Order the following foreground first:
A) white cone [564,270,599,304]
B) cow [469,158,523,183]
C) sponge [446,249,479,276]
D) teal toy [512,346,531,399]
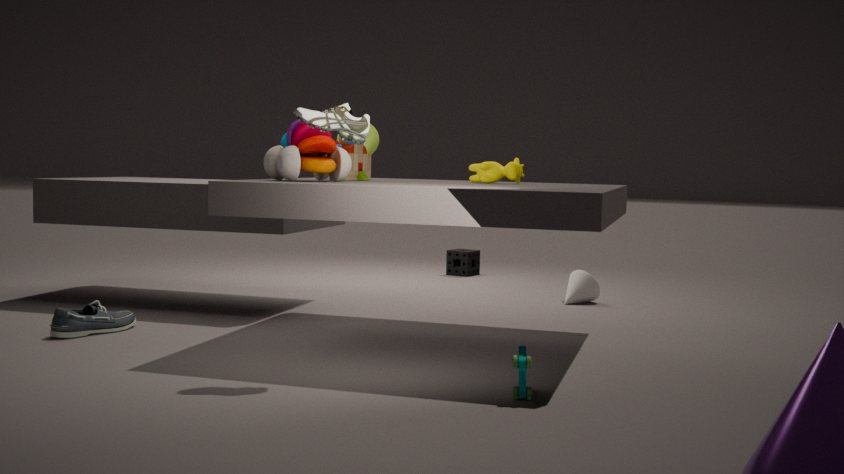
1. teal toy [512,346,531,399]
2. cow [469,158,523,183]
3. white cone [564,270,599,304]
4. sponge [446,249,479,276]
